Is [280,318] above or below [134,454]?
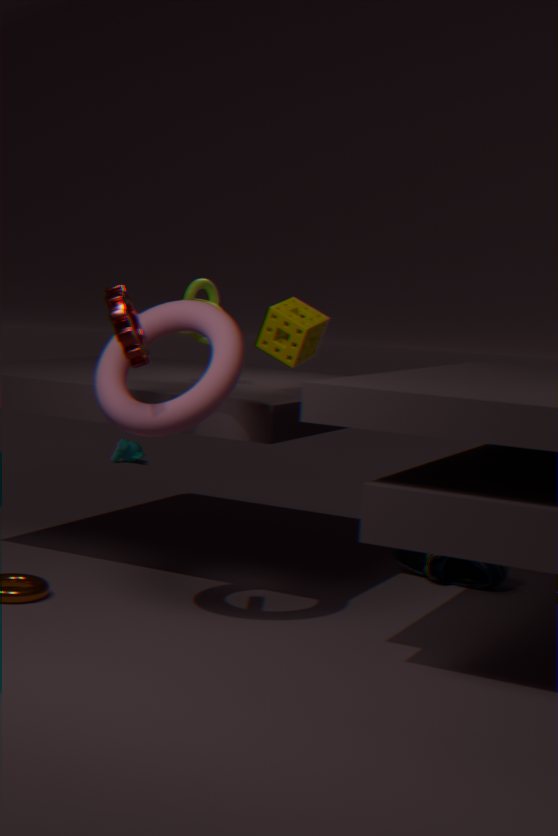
above
